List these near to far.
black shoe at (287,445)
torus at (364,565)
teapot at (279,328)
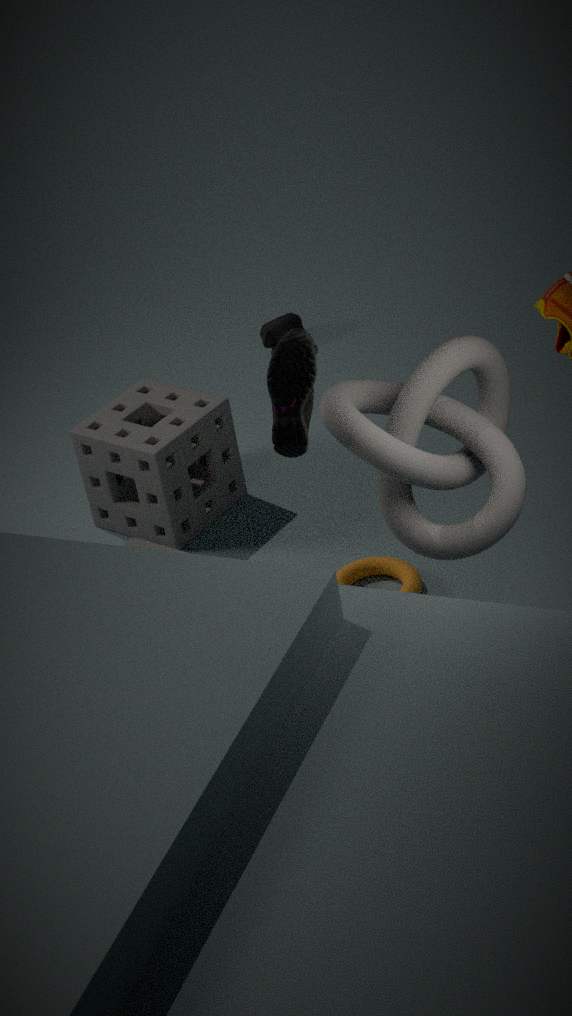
black shoe at (287,445)
torus at (364,565)
teapot at (279,328)
